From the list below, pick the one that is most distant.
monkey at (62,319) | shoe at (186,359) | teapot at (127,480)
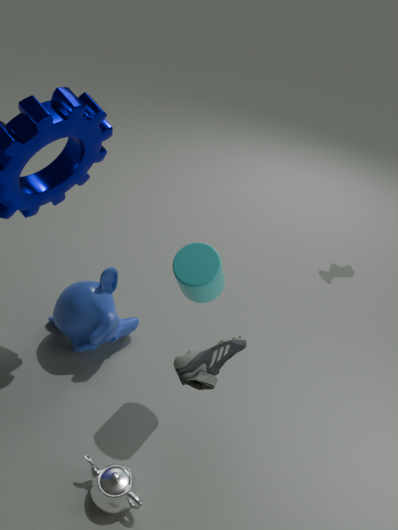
monkey at (62,319)
